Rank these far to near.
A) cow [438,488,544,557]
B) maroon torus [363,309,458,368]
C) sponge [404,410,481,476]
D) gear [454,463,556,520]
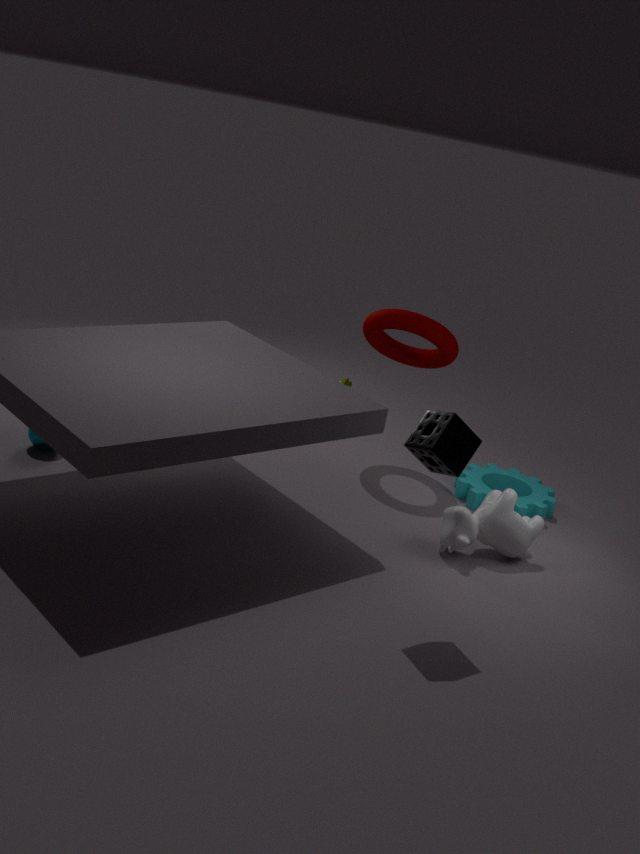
1. gear [454,463,556,520]
2. maroon torus [363,309,458,368]
3. cow [438,488,544,557]
4. sponge [404,410,481,476]
